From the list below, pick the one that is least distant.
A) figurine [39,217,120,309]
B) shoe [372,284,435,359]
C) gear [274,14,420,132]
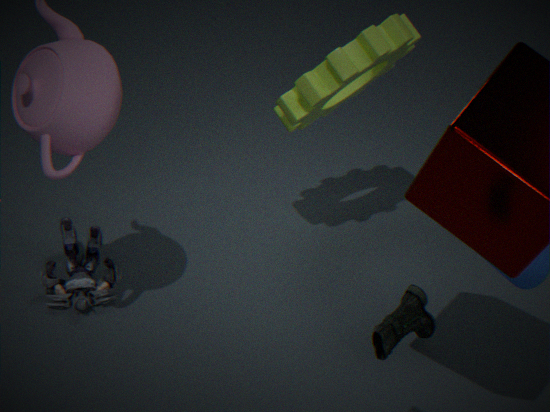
→ shoe [372,284,435,359]
